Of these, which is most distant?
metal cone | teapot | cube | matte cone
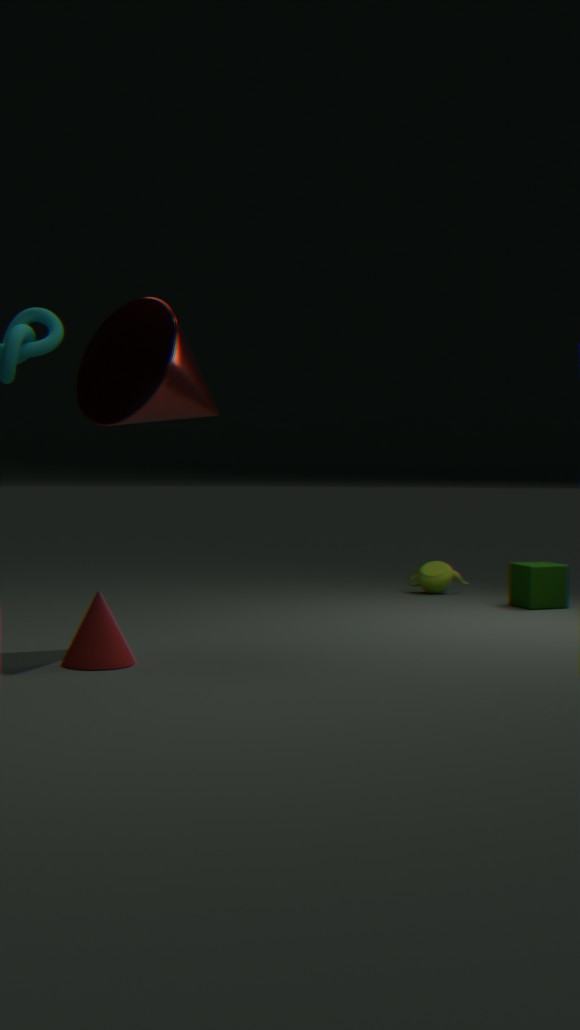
teapot
